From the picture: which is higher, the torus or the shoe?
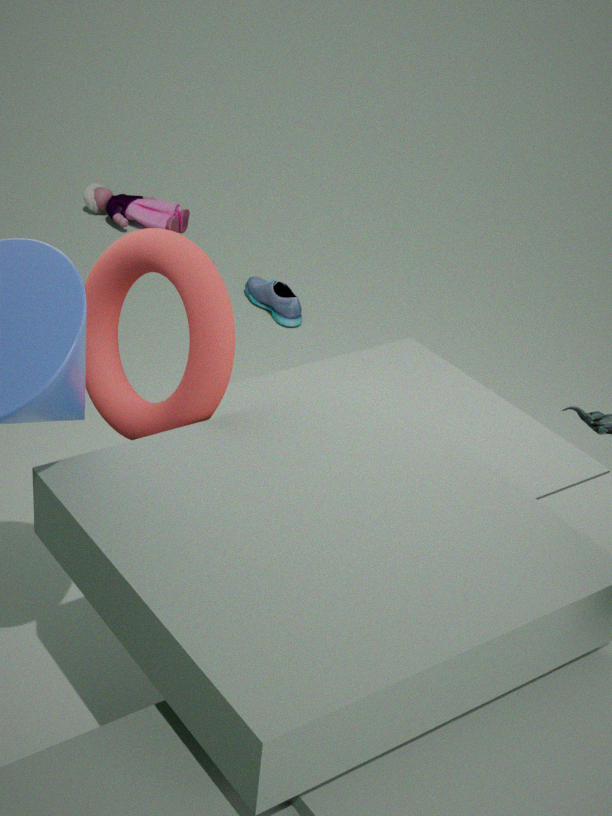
the torus
